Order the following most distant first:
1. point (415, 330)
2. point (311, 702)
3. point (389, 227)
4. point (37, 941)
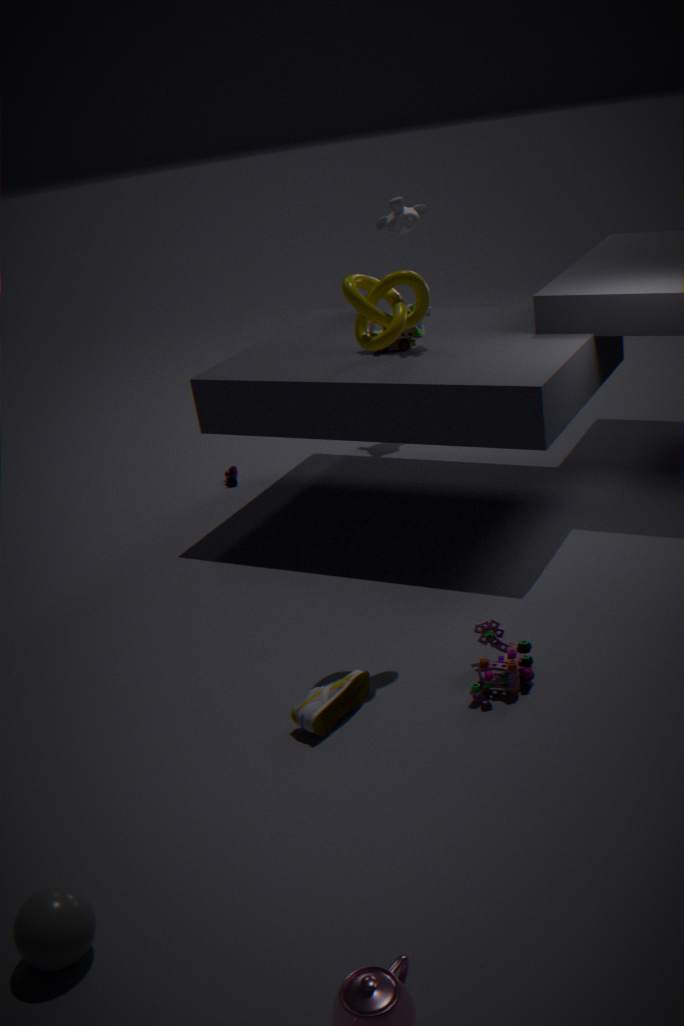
1. point (389, 227)
2. point (415, 330)
3. point (311, 702)
4. point (37, 941)
